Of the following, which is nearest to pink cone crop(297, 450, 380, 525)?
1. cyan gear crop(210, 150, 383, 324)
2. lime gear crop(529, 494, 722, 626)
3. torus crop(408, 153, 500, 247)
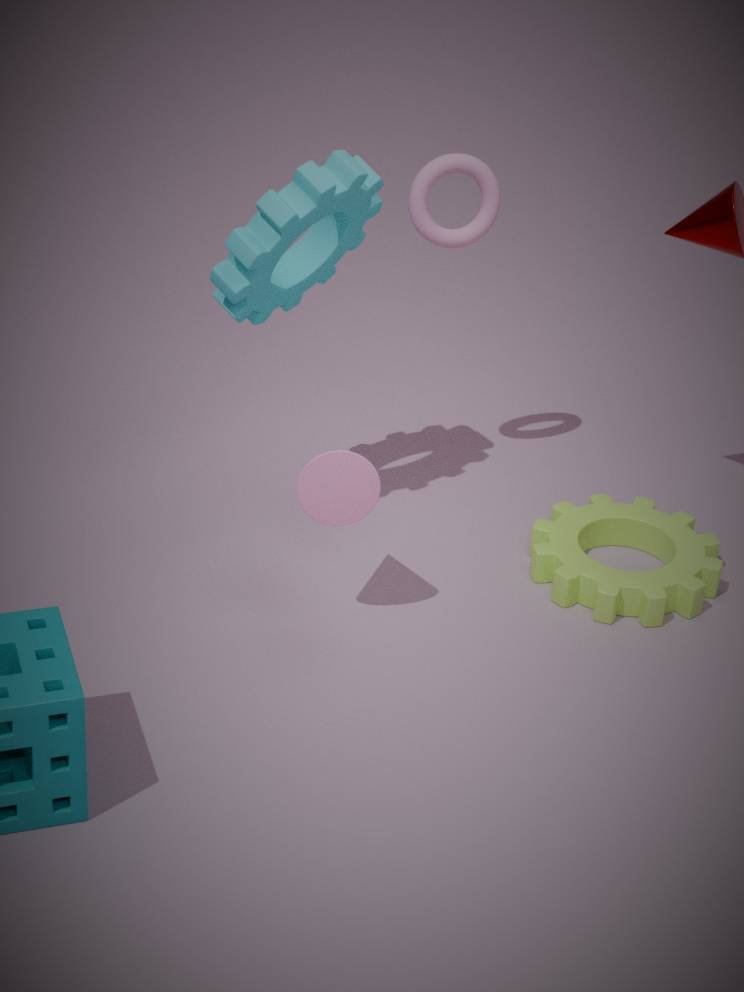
cyan gear crop(210, 150, 383, 324)
